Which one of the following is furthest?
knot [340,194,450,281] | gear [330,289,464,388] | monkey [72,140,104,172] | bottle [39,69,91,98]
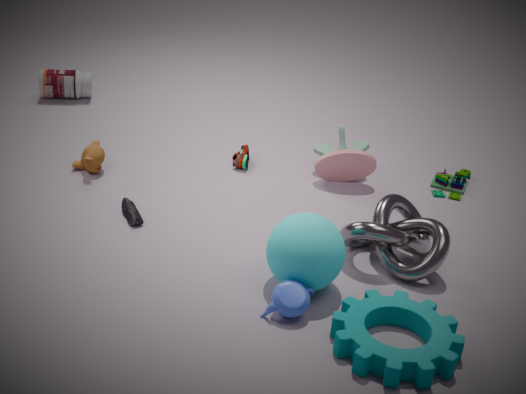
bottle [39,69,91,98]
